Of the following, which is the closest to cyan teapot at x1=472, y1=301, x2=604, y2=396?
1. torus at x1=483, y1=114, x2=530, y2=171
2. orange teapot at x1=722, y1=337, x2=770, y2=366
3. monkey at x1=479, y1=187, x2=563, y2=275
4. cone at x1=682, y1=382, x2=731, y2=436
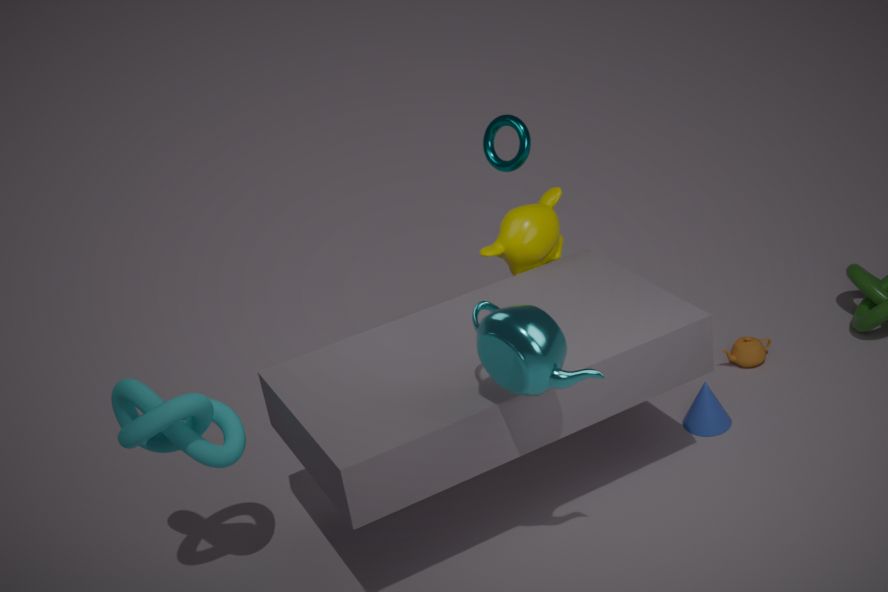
monkey at x1=479, y1=187, x2=563, y2=275
